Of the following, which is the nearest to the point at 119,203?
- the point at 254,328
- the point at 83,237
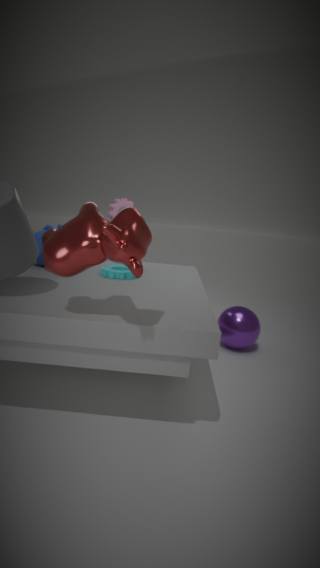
the point at 254,328
